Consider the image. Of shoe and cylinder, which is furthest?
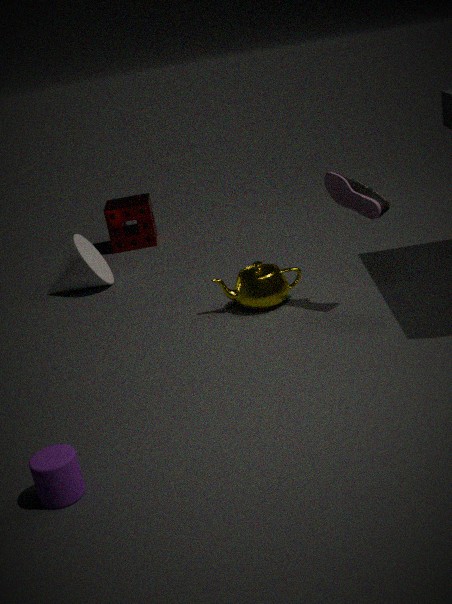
shoe
